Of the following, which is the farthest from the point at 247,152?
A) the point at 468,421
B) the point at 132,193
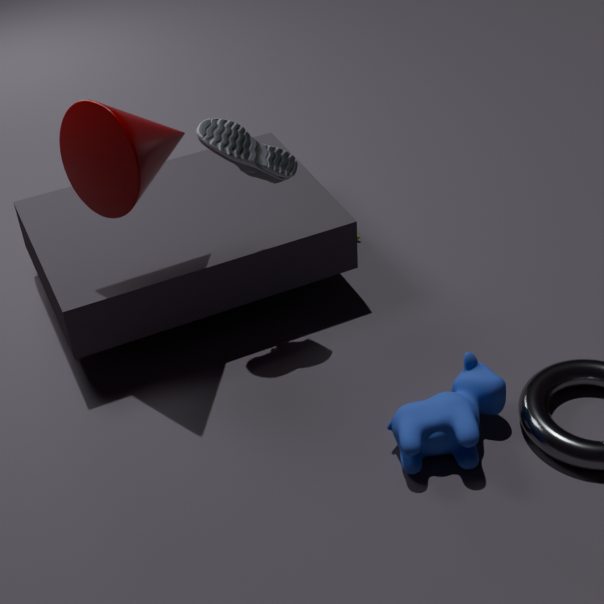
the point at 468,421
